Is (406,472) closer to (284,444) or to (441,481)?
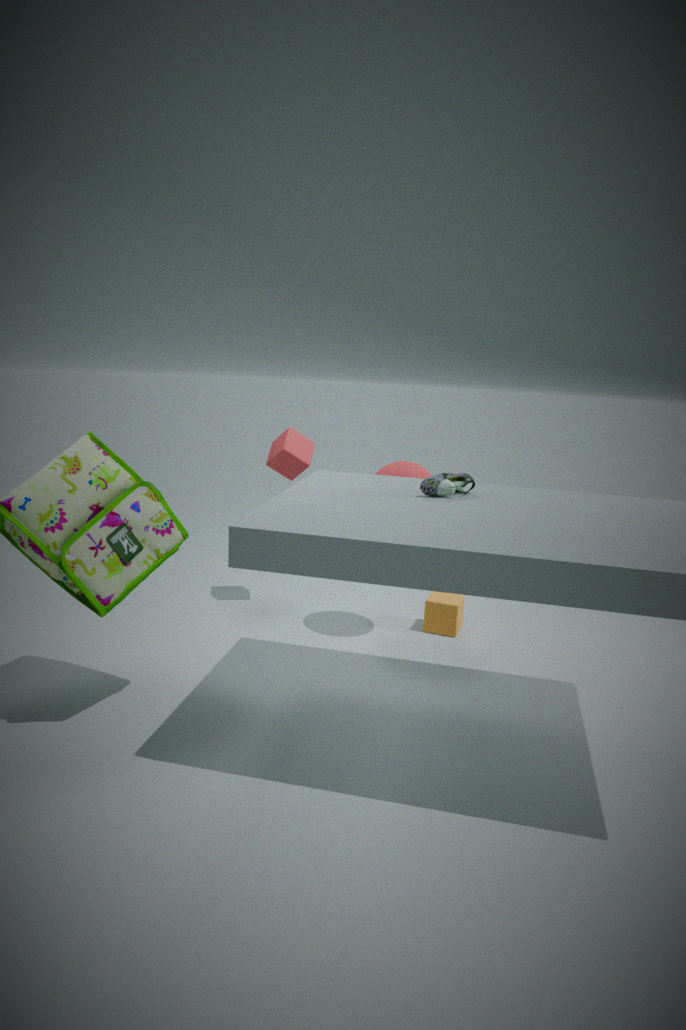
(284,444)
